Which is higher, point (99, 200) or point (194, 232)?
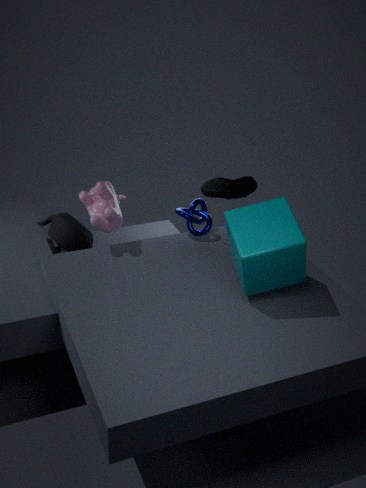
point (99, 200)
